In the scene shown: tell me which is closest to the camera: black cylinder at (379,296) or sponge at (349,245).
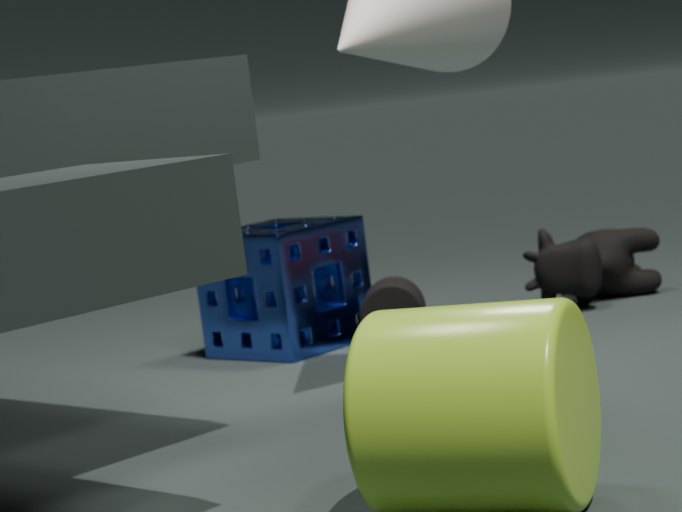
sponge at (349,245)
